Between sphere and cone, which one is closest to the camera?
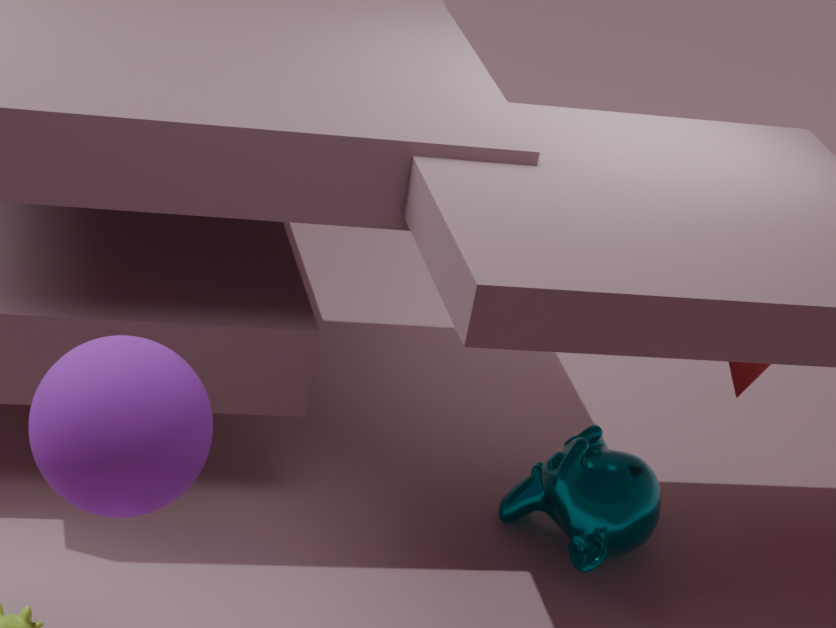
sphere
